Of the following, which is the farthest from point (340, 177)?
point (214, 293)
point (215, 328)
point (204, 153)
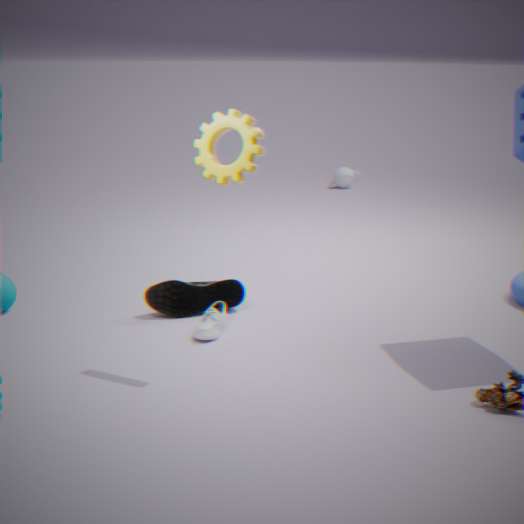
point (204, 153)
